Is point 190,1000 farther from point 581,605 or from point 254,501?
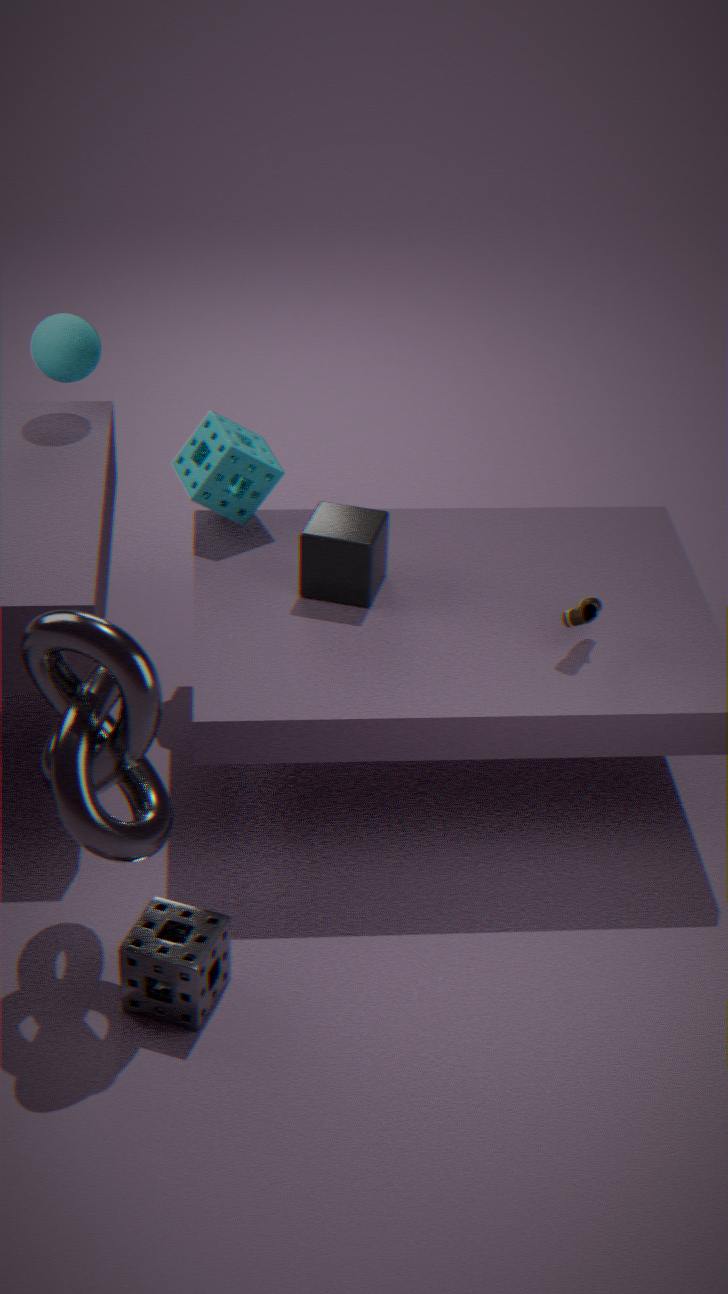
point 254,501
